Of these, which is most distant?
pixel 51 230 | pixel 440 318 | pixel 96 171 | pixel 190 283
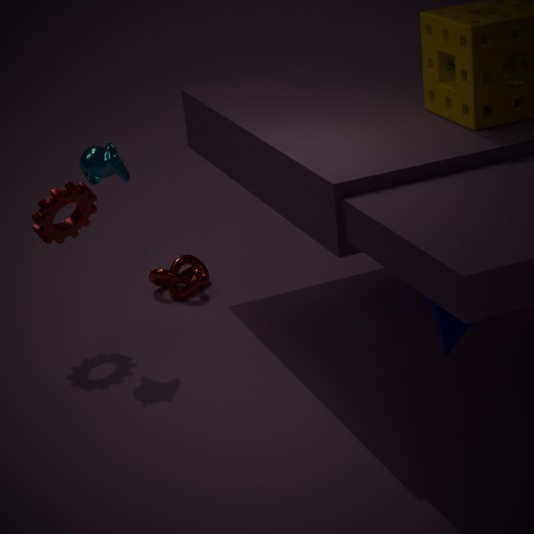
pixel 190 283
